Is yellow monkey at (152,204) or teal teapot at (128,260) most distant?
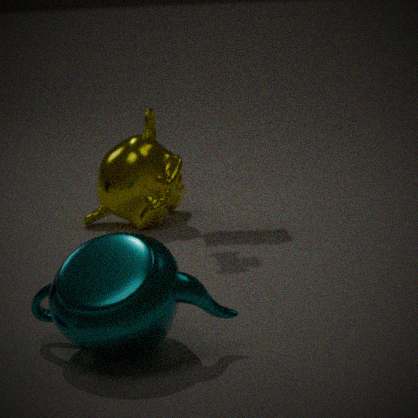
yellow monkey at (152,204)
